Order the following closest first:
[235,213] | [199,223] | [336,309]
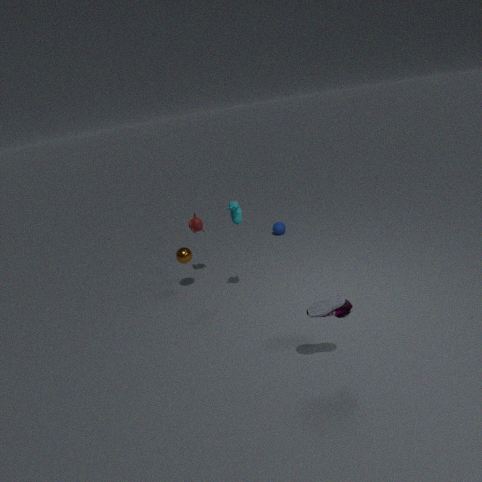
[336,309]
[235,213]
[199,223]
